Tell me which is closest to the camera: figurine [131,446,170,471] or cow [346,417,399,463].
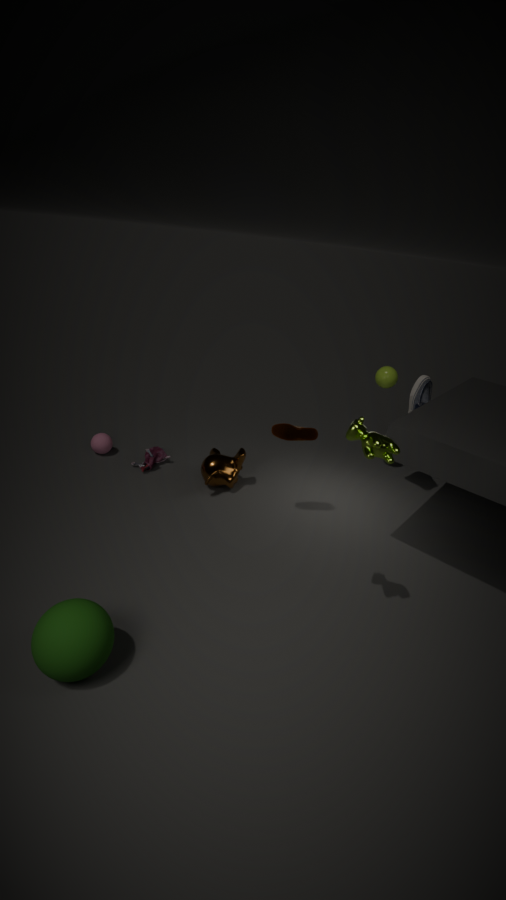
cow [346,417,399,463]
